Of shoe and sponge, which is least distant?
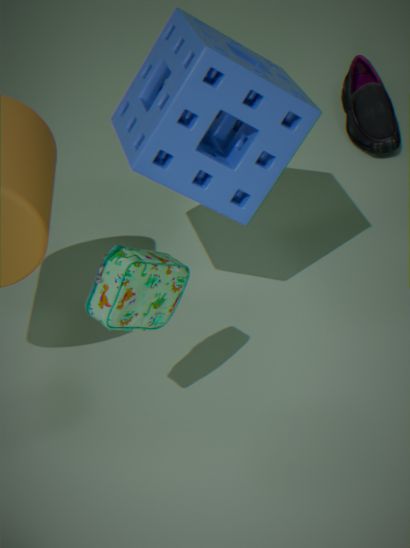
sponge
